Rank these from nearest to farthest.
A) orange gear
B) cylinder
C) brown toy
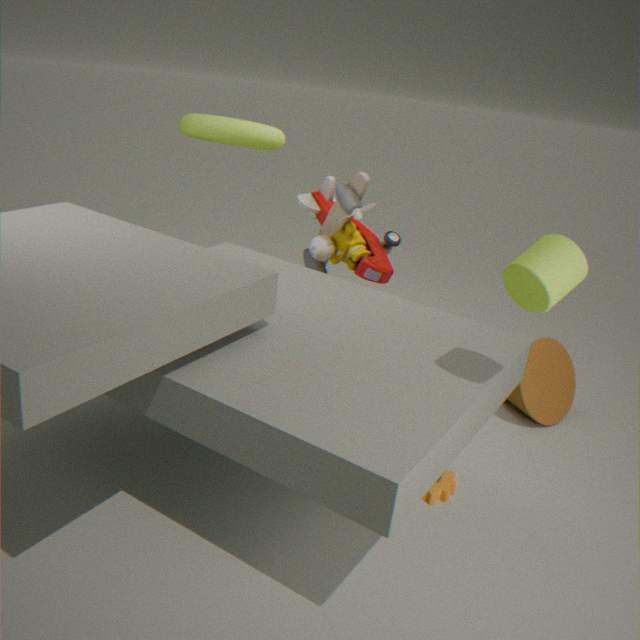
cylinder < orange gear < brown toy
